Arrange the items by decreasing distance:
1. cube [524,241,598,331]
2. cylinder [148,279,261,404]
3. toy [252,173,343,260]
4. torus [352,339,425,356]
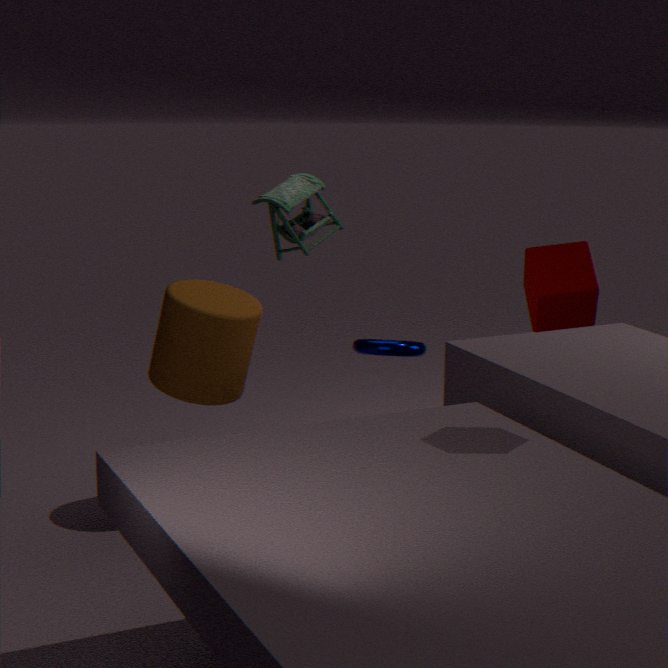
toy [252,173,343,260] < cylinder [148,279,261,404] < torus [352,339,425,356] < cube [524,241,598,331]
